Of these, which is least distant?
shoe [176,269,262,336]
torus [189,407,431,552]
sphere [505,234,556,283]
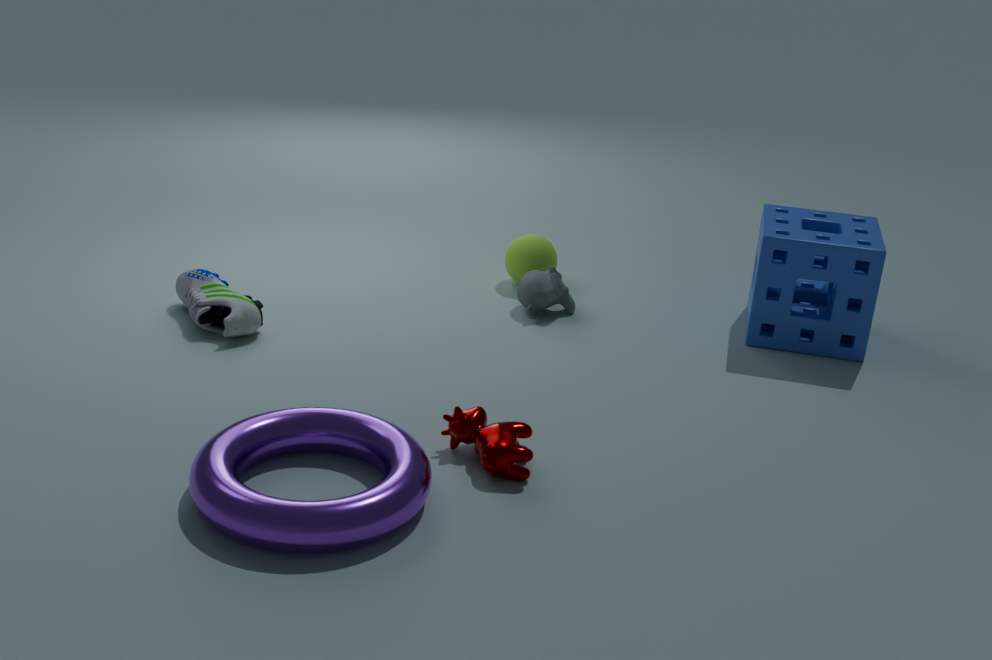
torus [189,407,431,552]
